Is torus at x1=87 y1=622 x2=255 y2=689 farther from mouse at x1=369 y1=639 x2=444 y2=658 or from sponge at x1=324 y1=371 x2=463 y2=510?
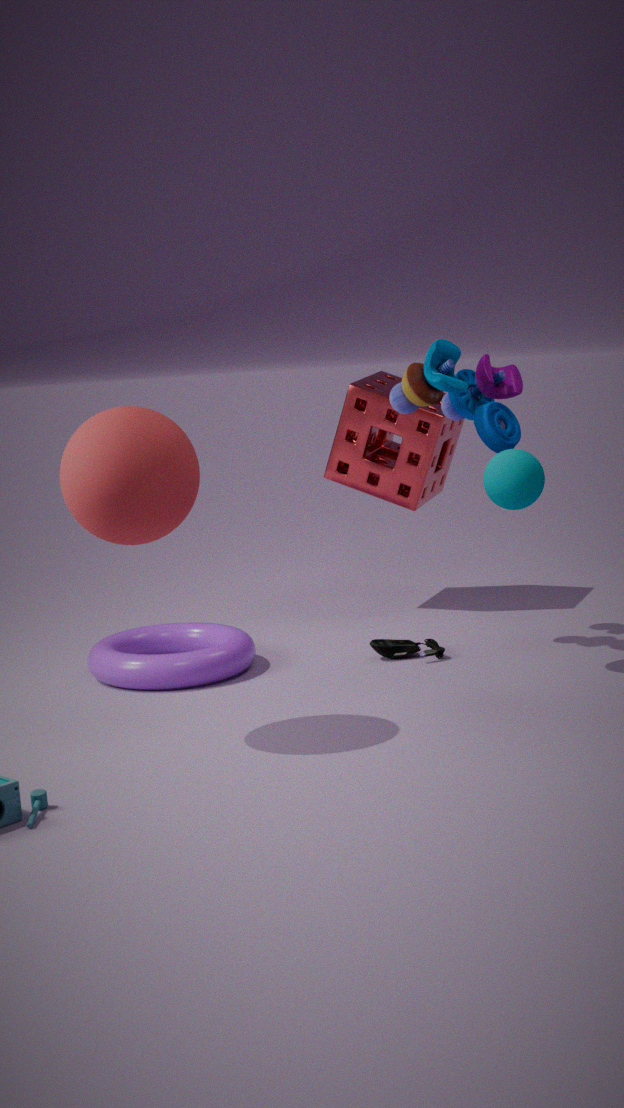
sponge at x1=324 y1=371 x2=463 y2=510
